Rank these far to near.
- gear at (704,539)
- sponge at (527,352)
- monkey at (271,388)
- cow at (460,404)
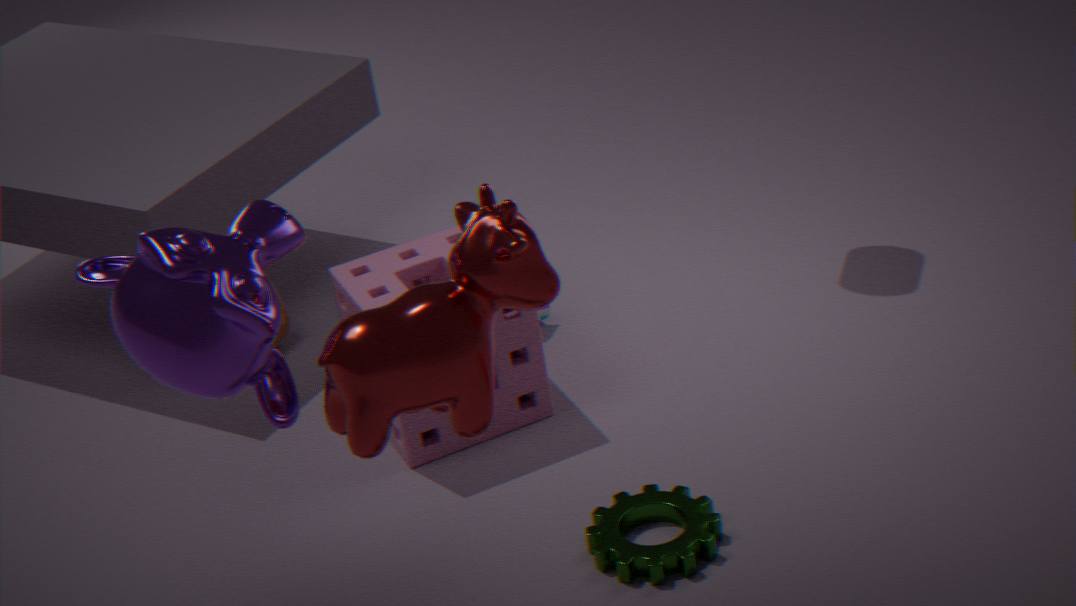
sponge at (527,352), gear at (704,539), monkey at (271,388), cow at (460,404)
